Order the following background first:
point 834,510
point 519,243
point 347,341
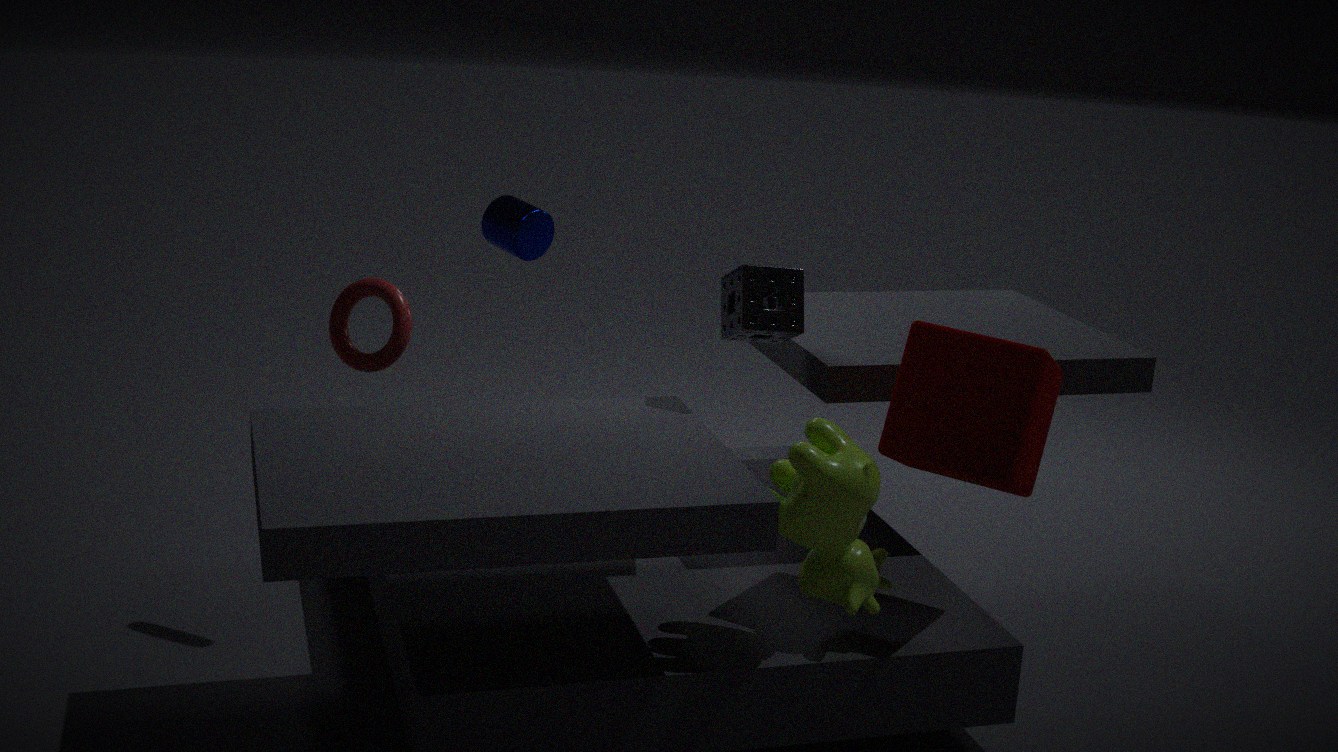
point 519,243
point 347,341
point 834,510
